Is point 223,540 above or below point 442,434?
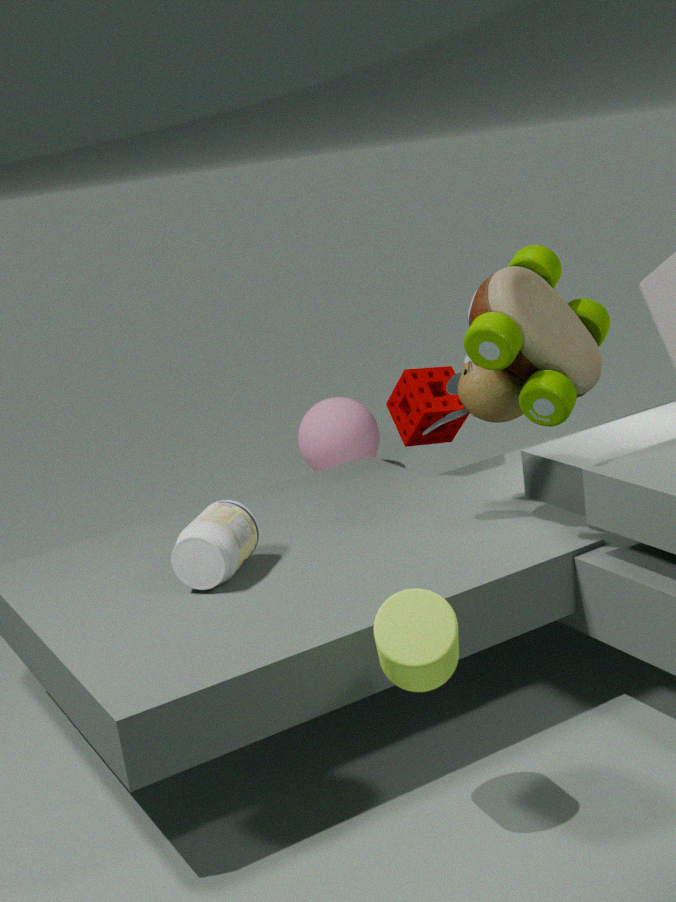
below
